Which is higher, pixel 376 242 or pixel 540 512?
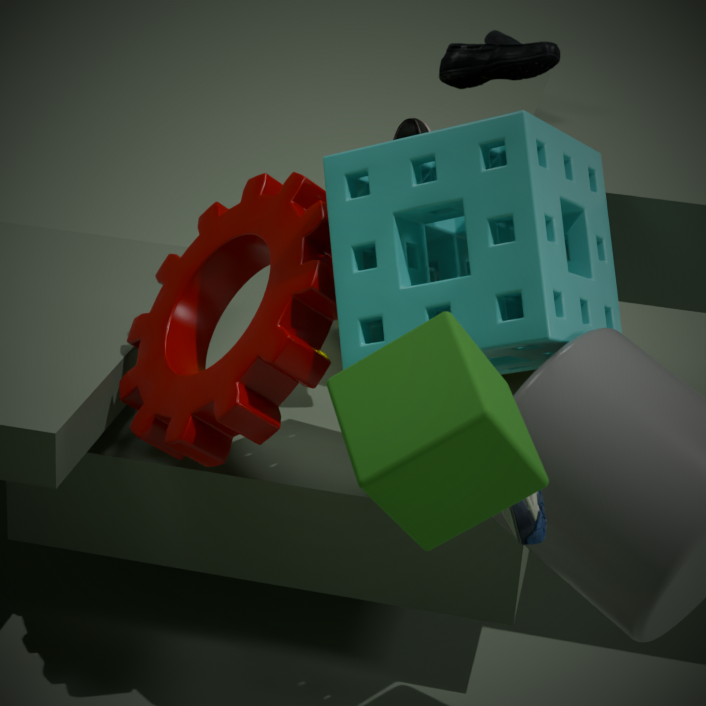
pixel 376 242
